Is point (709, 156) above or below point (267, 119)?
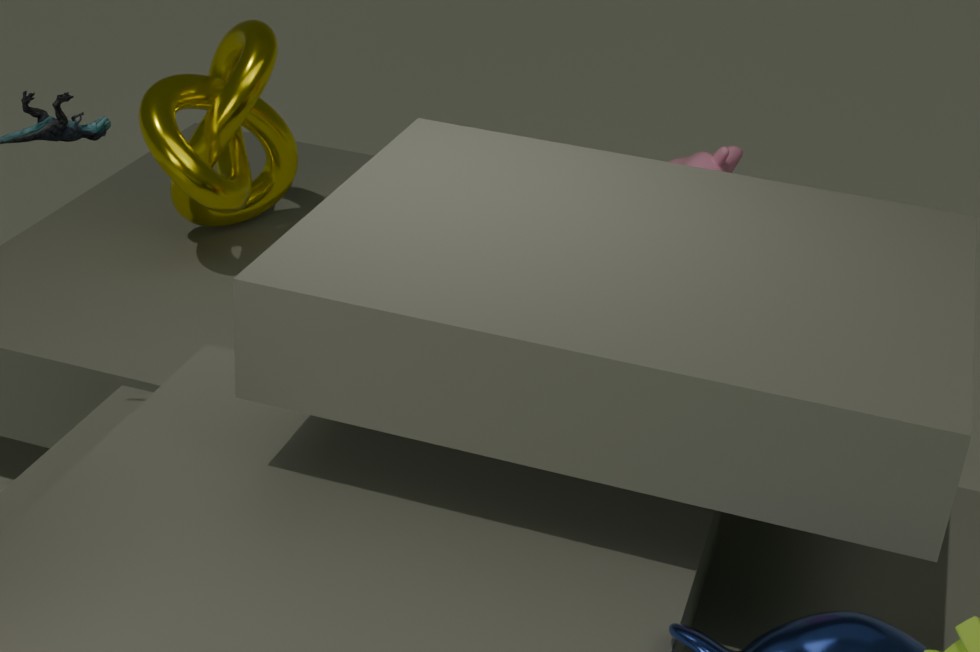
below
